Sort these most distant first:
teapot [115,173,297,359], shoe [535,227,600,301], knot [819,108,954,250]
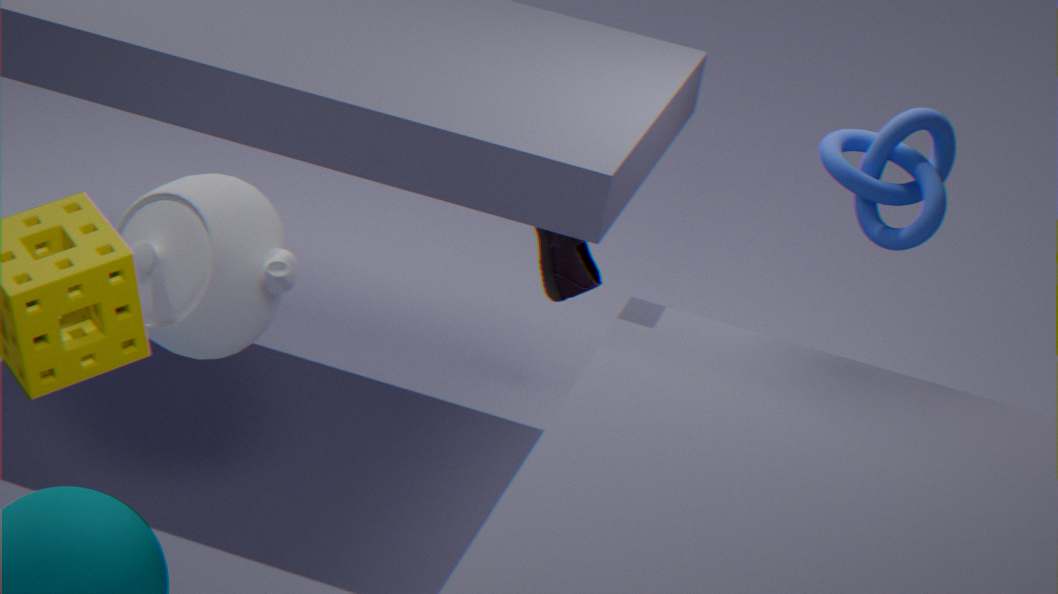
1. shoe [535,227,600,301]
2. knot [819,108,954,250]
3. teapot [115,173,297,359]
